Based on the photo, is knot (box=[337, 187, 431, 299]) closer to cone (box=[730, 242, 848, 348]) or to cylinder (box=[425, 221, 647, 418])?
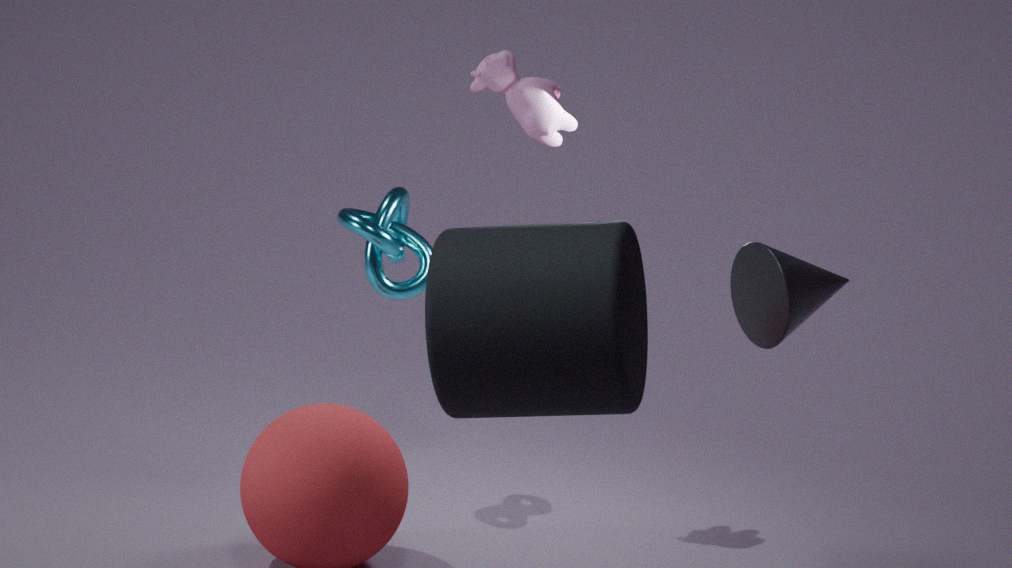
cylinder (box=[425, 221, 647, 418])
